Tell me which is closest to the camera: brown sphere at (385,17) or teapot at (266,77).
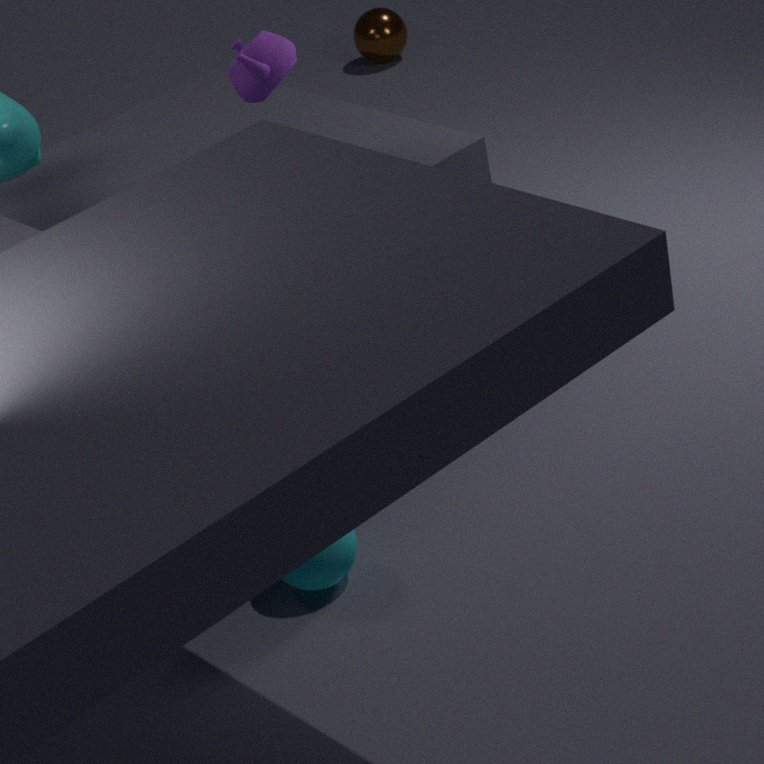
teapot at (266,77)
